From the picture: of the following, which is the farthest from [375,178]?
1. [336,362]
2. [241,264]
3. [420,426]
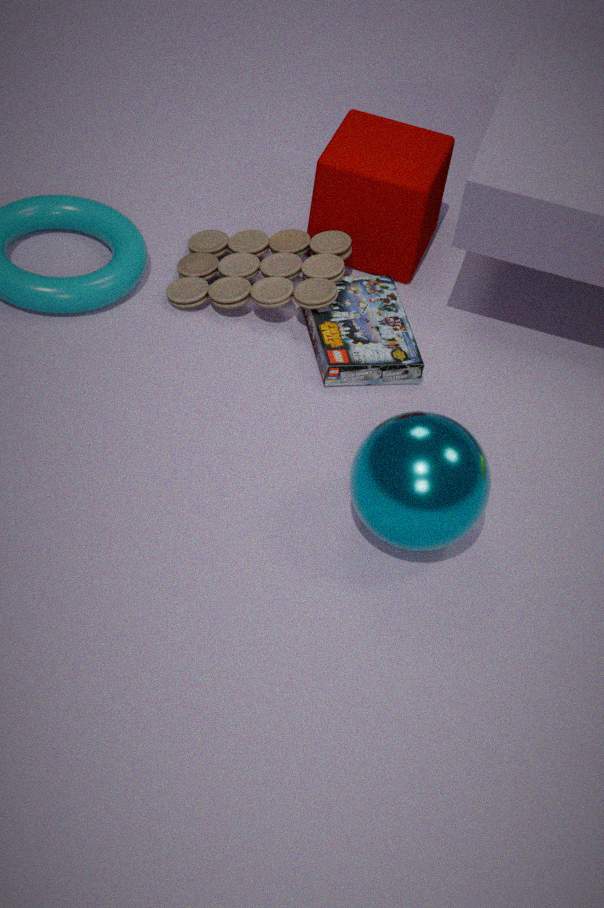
[420,426]
